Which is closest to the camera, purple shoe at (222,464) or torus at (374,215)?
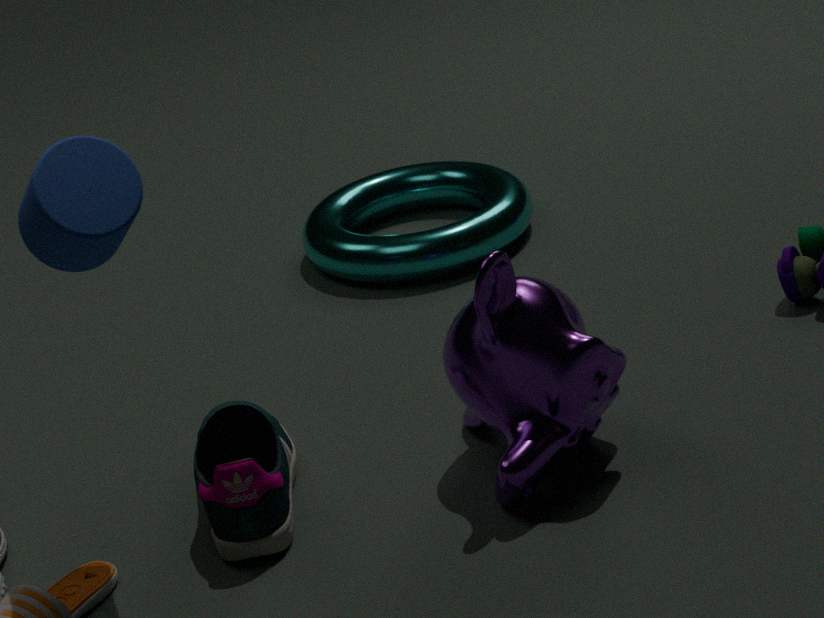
purple shoe at (222,464)
